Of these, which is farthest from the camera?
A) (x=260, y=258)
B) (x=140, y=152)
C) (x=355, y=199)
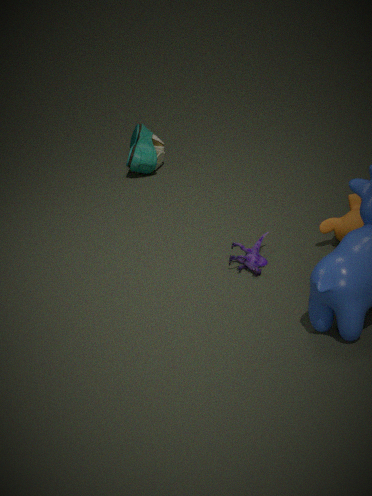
(x=140, y=152)
